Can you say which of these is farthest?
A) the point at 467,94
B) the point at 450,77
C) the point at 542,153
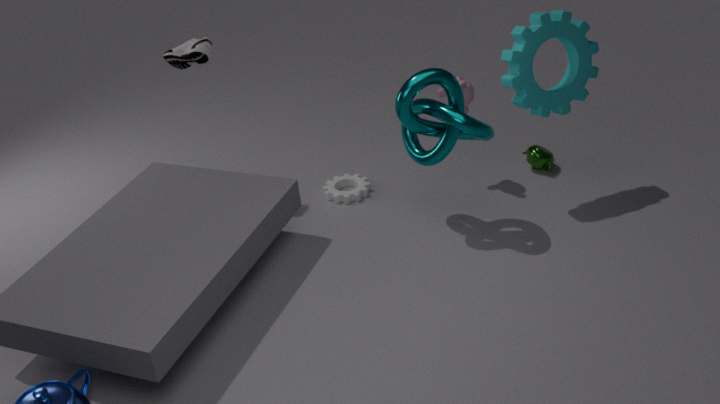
the point at 542,153
